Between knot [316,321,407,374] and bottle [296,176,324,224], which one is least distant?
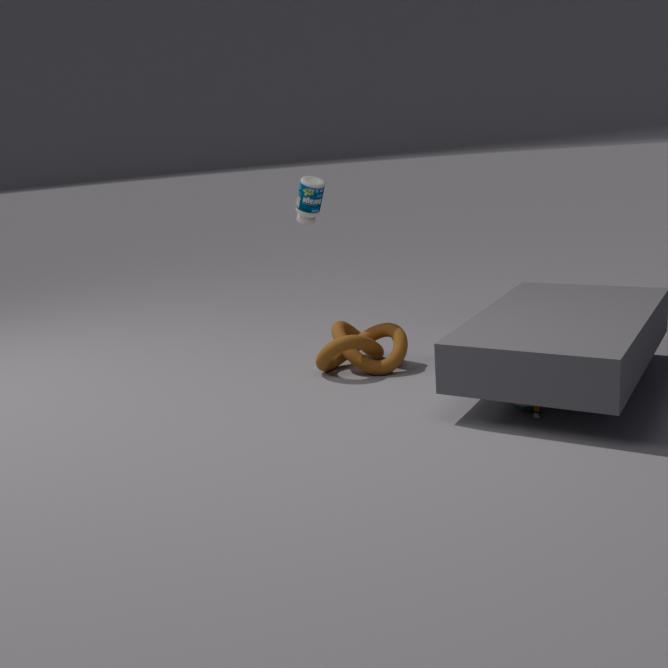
knot [316,321,407,374]
